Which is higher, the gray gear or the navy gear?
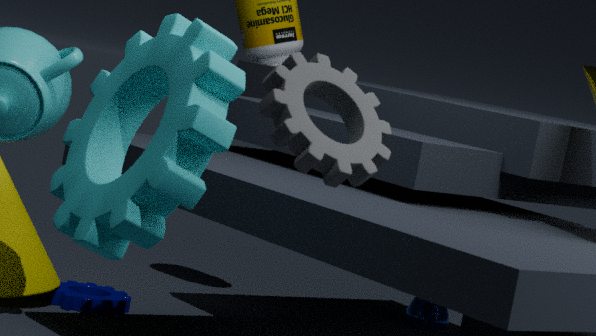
the gray gear
